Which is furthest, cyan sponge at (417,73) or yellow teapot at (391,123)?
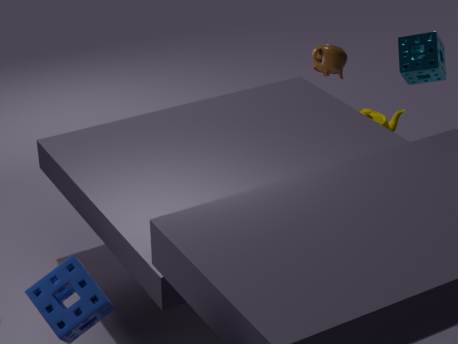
yellow teapot at (391,123)
